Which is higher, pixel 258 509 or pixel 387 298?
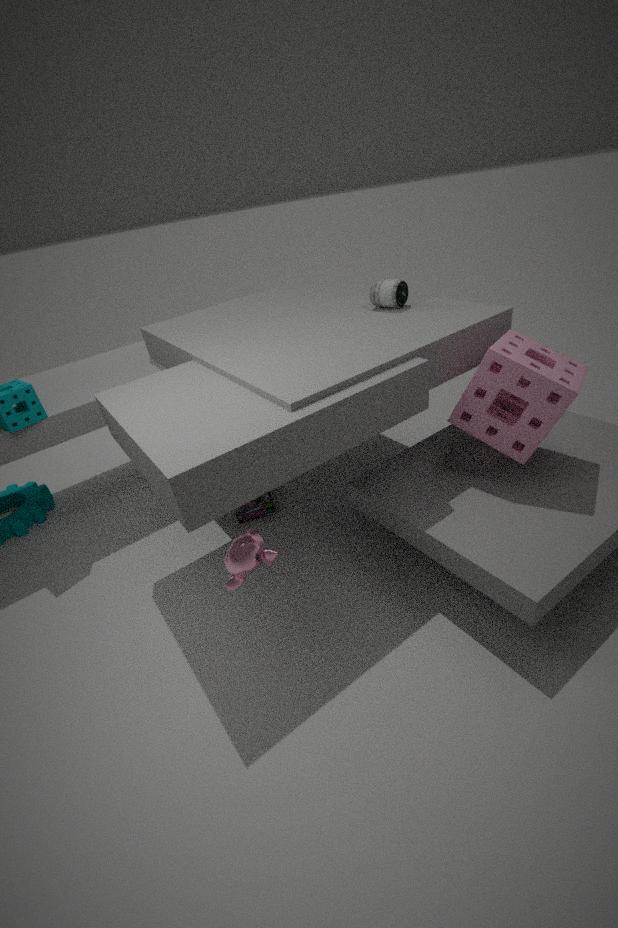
pixel 387 298
